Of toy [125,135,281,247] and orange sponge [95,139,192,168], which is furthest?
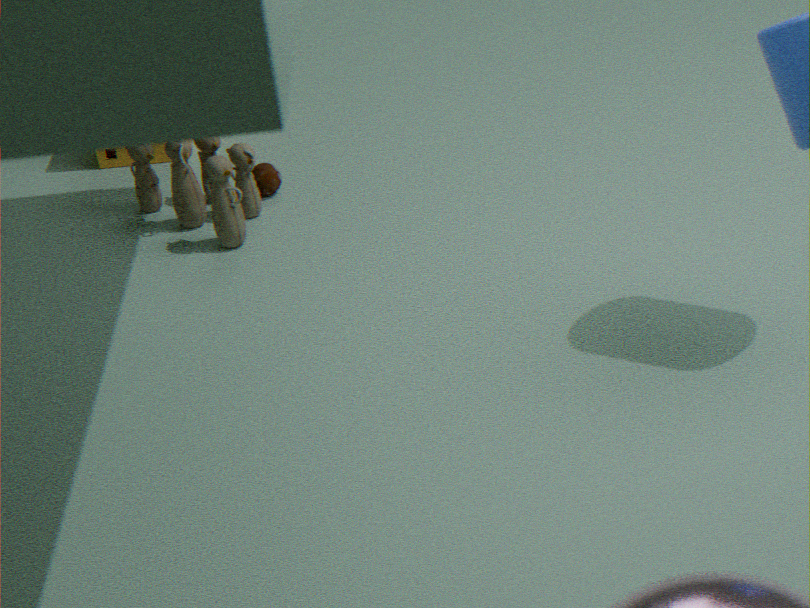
orange sponge [95,139,192,168]
